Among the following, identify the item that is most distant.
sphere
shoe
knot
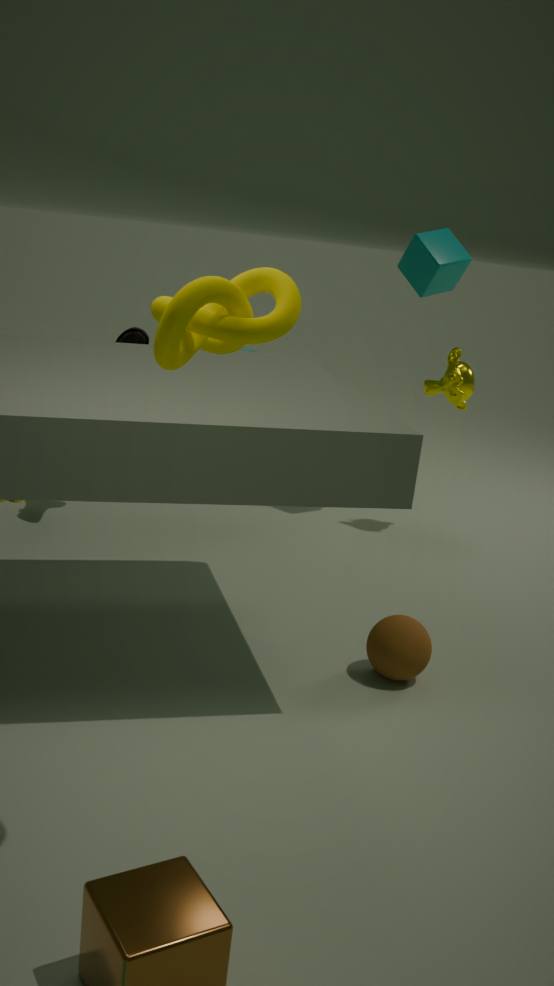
shoe
